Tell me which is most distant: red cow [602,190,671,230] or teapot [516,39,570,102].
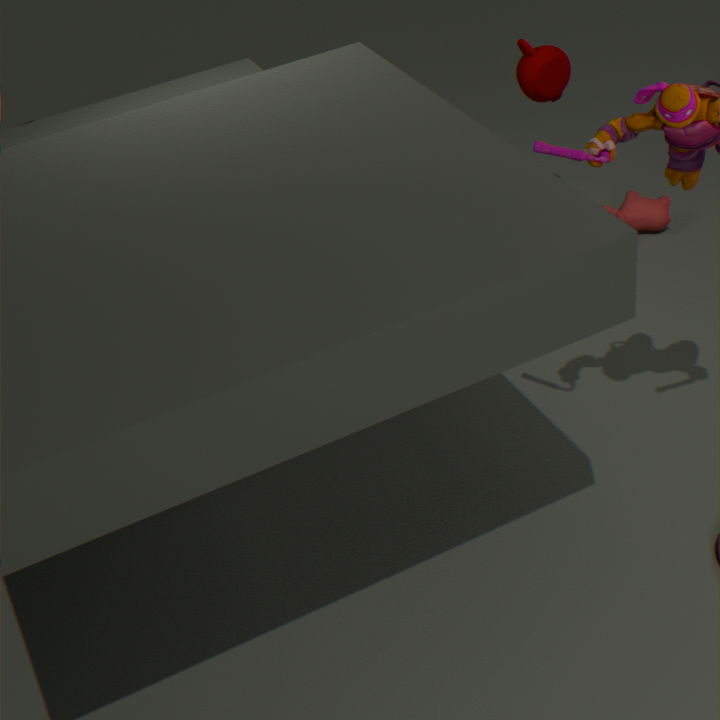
red cow [602,190,671,230]
